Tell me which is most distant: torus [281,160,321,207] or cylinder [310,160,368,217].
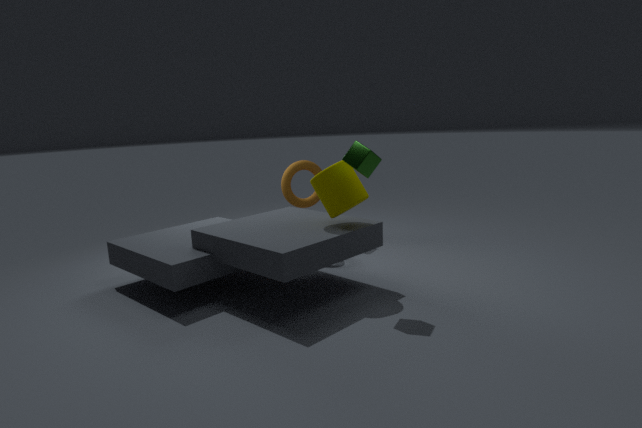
torus [281,160,321,207]
